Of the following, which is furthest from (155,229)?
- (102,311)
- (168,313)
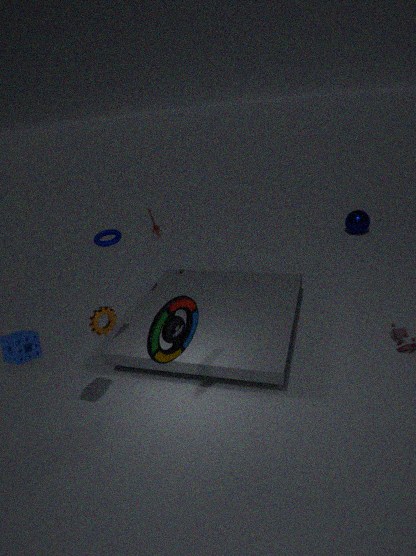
(168,313)
